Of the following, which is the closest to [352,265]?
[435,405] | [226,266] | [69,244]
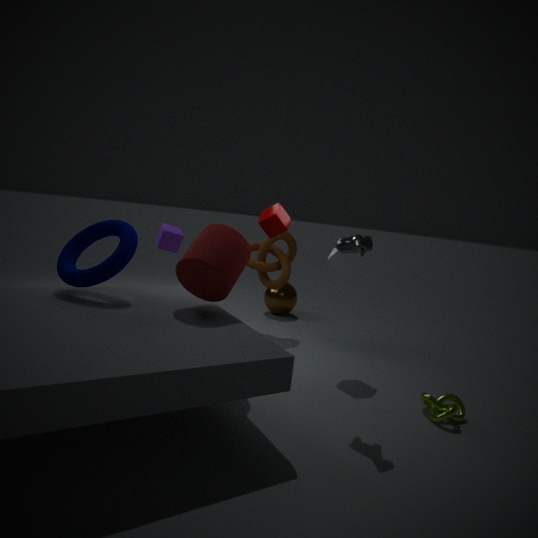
[226,266]
